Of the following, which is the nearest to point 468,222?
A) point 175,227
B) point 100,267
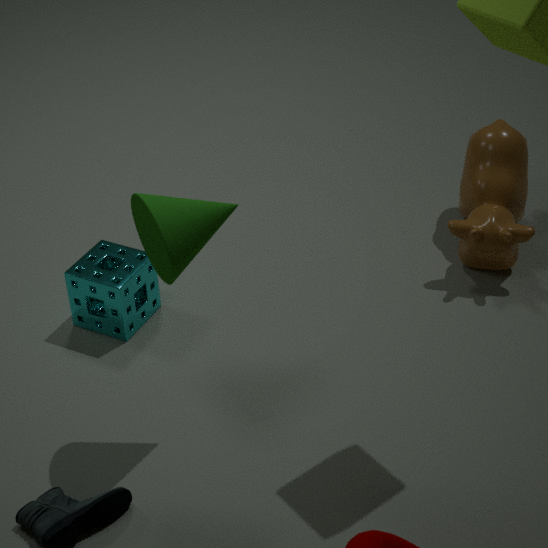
point 100,267
